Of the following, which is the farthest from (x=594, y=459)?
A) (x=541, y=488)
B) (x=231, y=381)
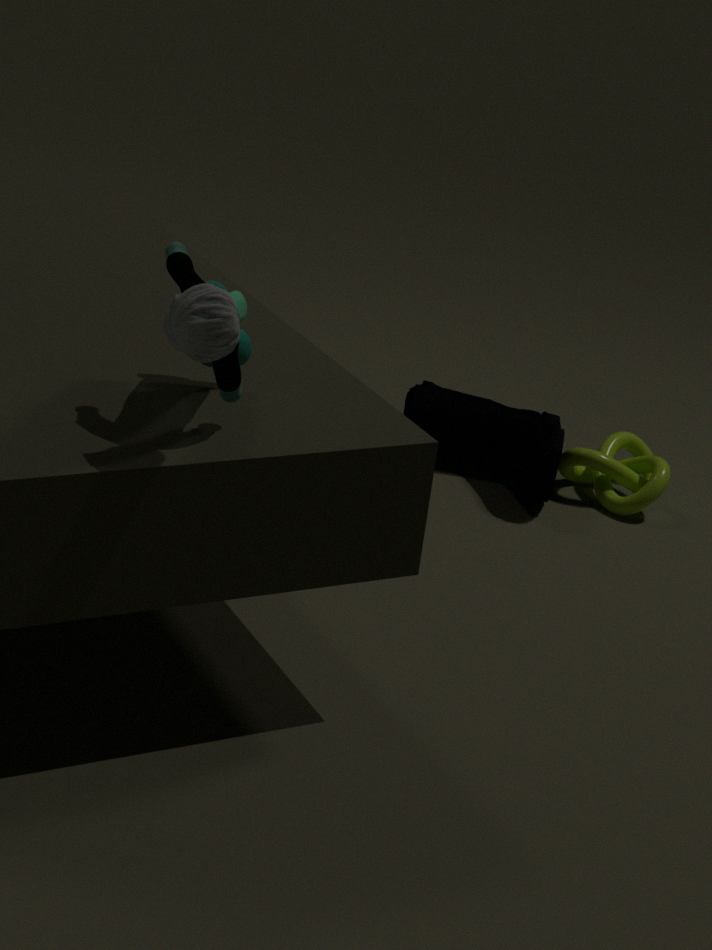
(x=231, y=381)
